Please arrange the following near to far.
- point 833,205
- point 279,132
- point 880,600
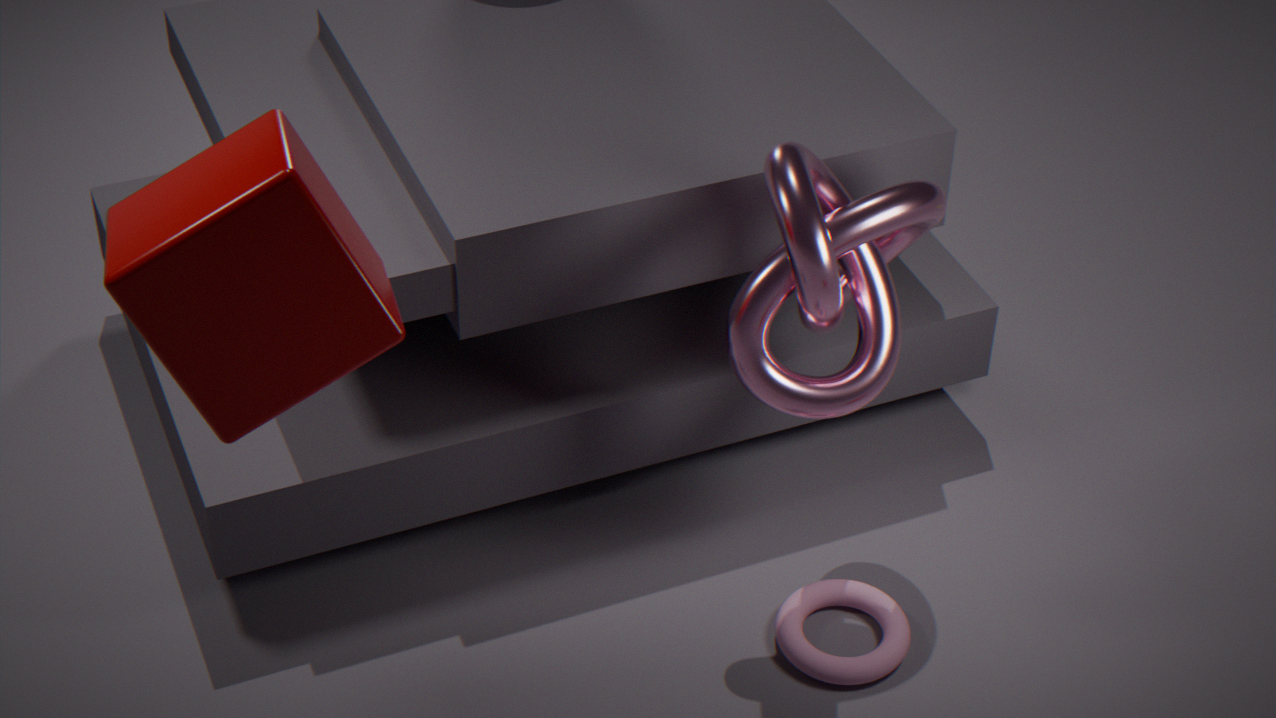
point 279,132 < point 833,205 < point 880,600
